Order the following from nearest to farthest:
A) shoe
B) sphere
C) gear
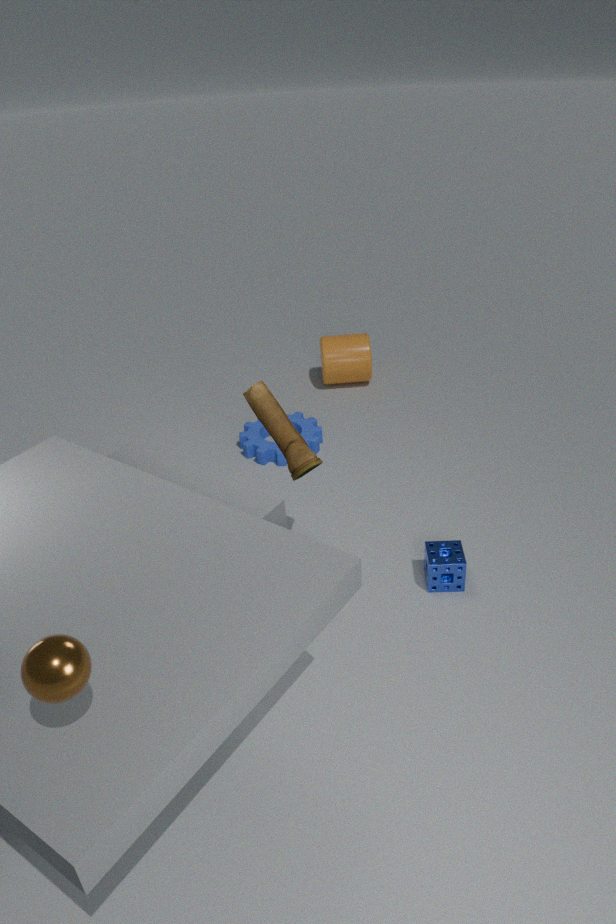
sphere < shoe < gear
